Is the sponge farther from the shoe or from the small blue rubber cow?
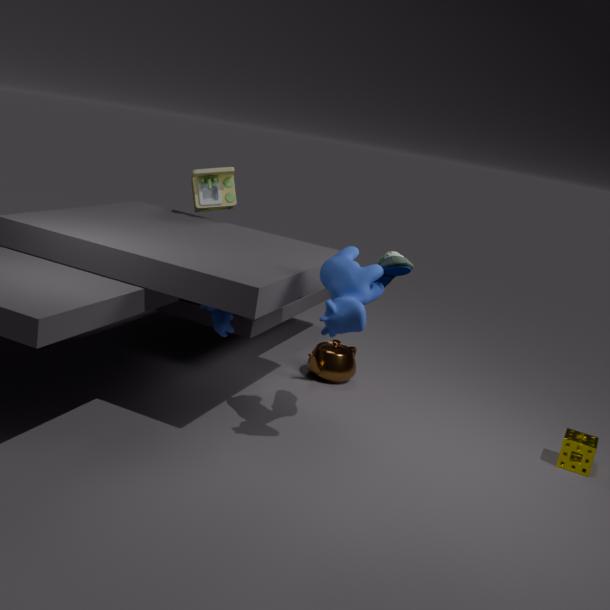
the small blue rubber cow
